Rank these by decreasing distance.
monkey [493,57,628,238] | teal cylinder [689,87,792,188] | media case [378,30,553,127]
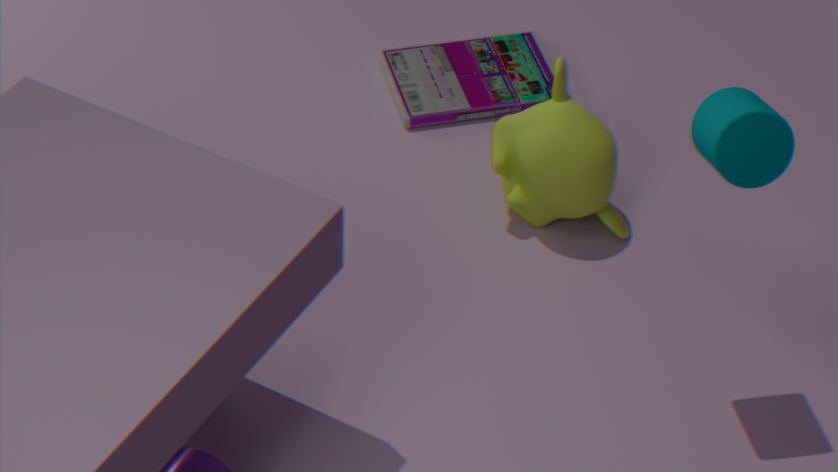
media case [378,30,553,127], monkey [493,57,628,238], teal cylinder [689,87,792,188]
